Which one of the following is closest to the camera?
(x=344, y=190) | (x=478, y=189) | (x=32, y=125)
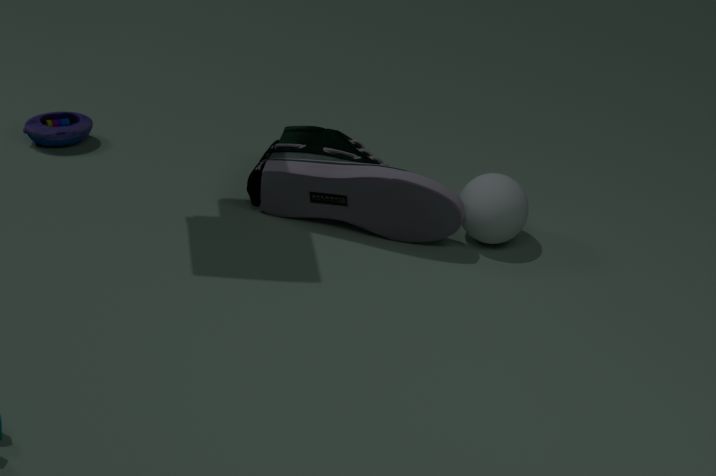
(x=344, y=190)
